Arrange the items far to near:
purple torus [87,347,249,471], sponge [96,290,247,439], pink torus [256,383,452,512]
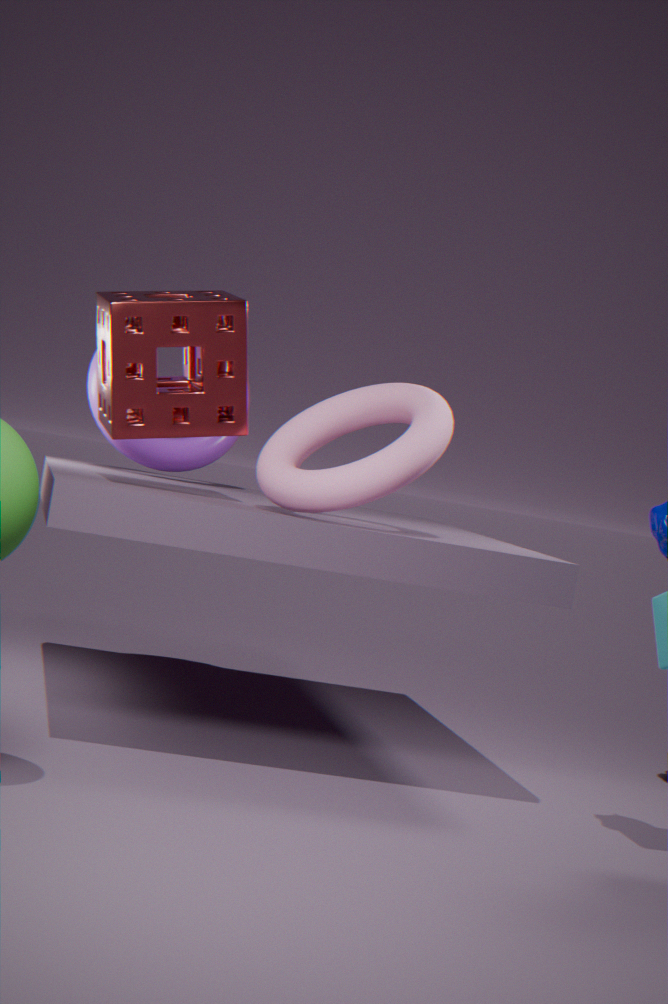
purple torus [87,347,249,471], sponge [96,290,247,439], pink torus [256,383,452,512]
